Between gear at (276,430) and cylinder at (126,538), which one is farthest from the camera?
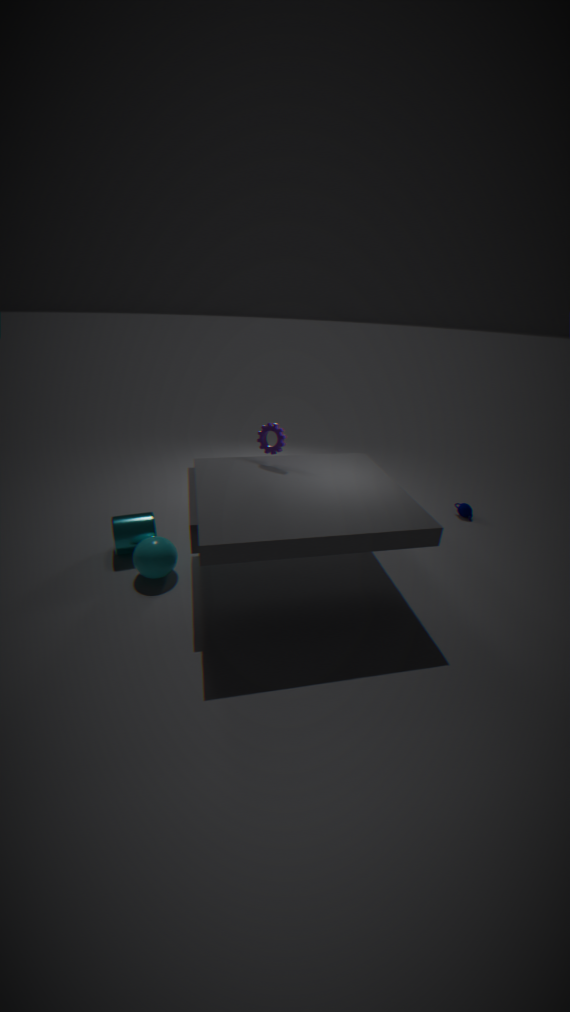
cylinder at (126,538)
